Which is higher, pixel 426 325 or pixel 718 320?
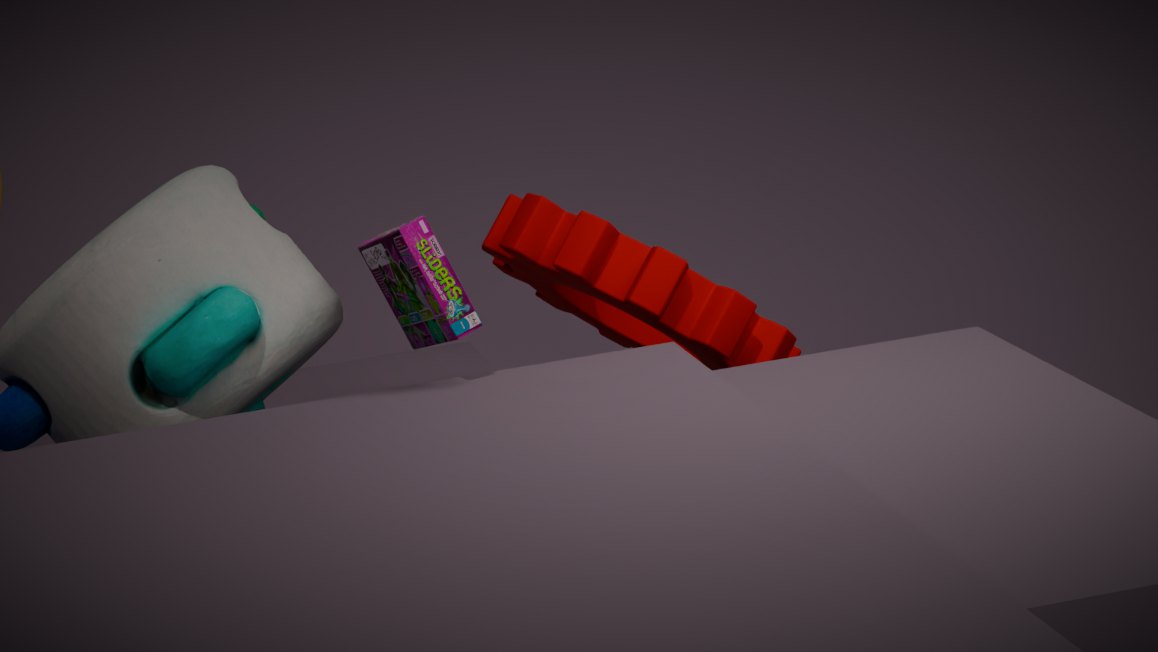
pixel 426 325
